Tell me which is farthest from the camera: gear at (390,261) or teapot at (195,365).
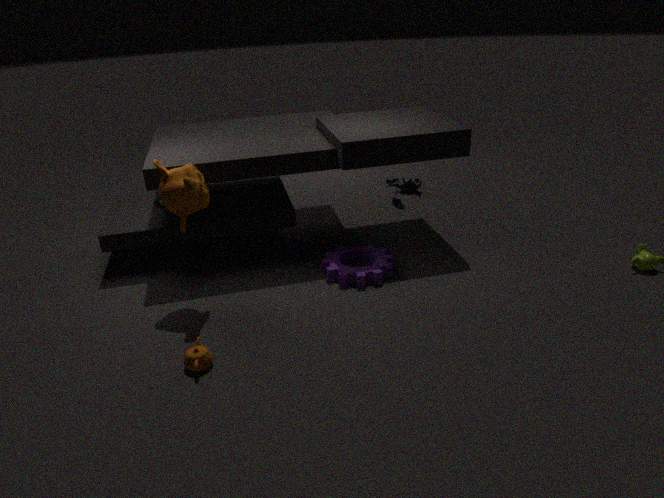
gear at (390,261)
